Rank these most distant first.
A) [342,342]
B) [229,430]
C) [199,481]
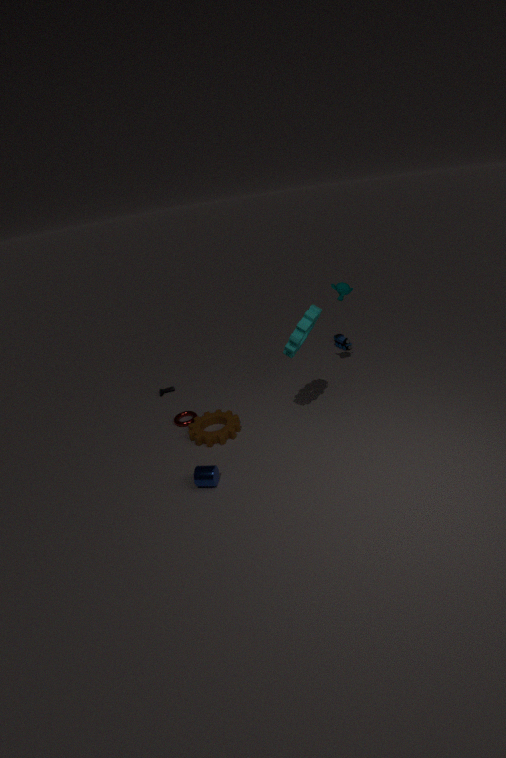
[342,342] < [229,430] < [199,481]
